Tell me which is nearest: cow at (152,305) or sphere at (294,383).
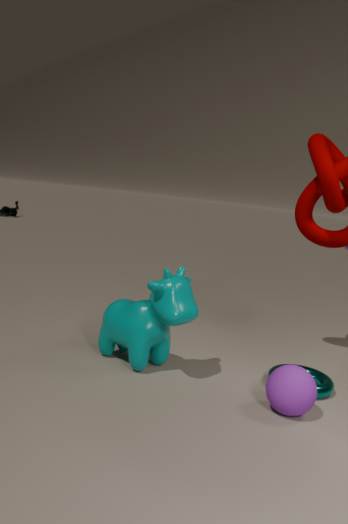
sphere at (294,383)
